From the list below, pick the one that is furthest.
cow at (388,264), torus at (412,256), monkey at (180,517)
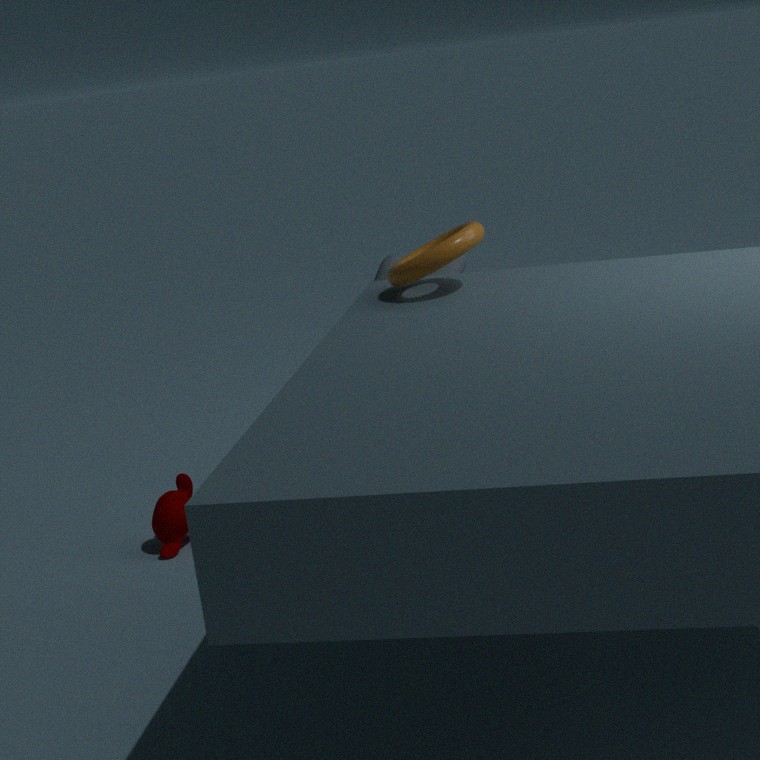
monkey at (180,517)
